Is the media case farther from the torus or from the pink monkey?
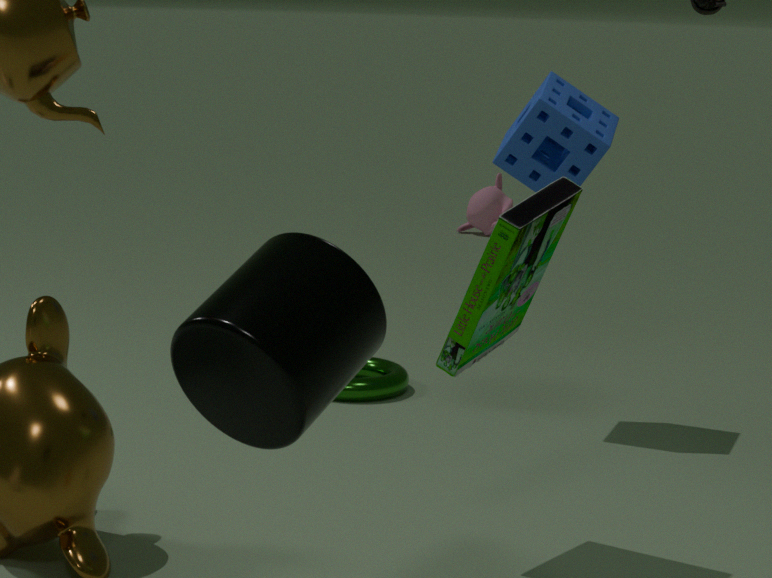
the pink monkey
